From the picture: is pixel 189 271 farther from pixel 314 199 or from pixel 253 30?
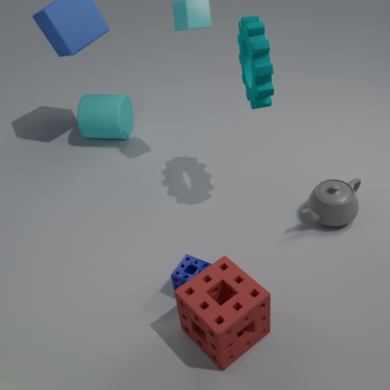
pixel 253 30
